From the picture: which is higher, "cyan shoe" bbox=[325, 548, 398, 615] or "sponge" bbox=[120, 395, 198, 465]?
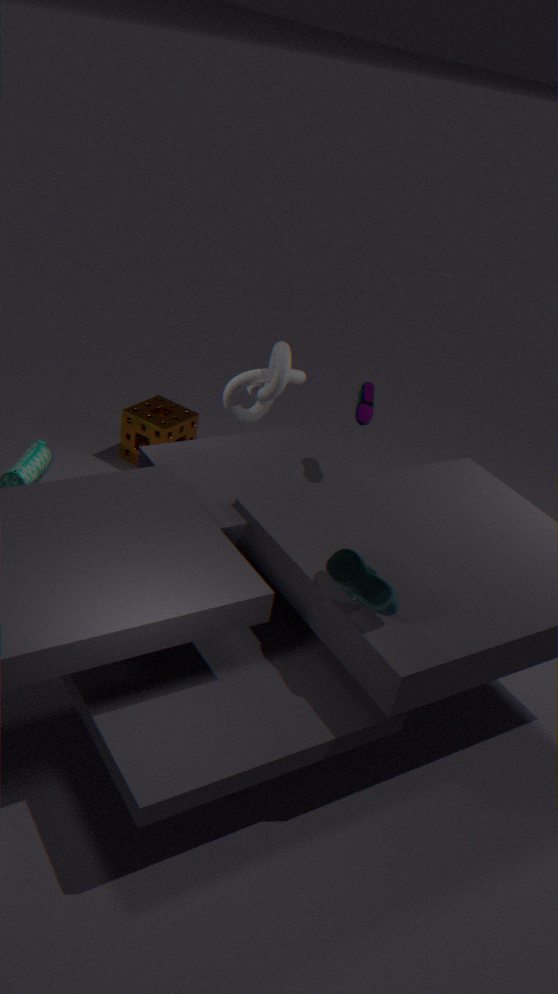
"cyan shoe" bbox=[325, 548, 398, 615]
